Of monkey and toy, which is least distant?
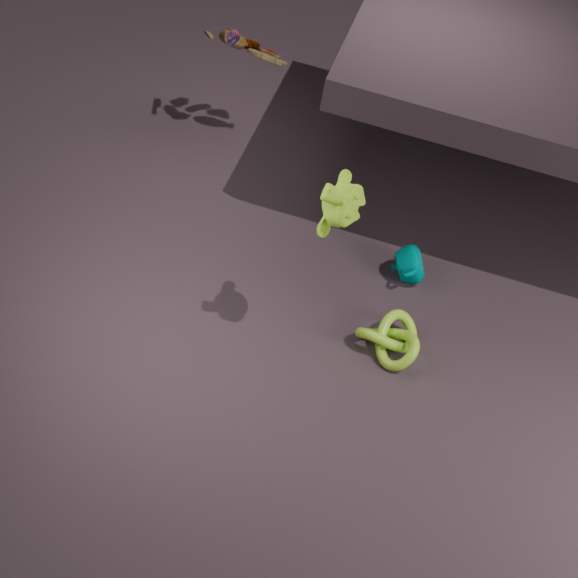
monkey
